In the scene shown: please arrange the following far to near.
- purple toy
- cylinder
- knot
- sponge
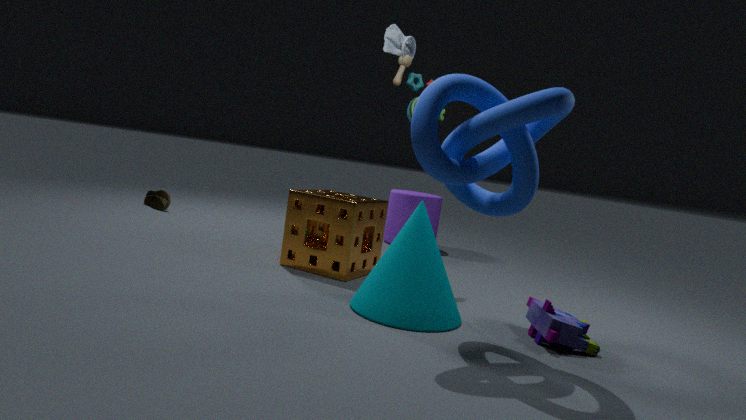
1. cylinder
2. sponge
3. purple toy
4. knot
